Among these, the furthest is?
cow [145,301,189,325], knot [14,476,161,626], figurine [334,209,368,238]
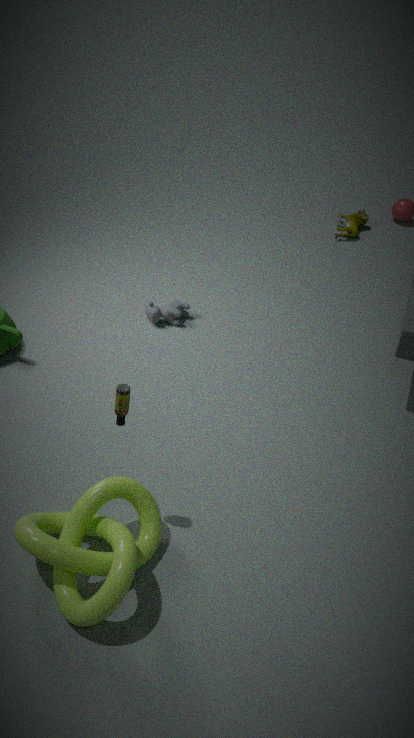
figurine [334,209,368,238]
